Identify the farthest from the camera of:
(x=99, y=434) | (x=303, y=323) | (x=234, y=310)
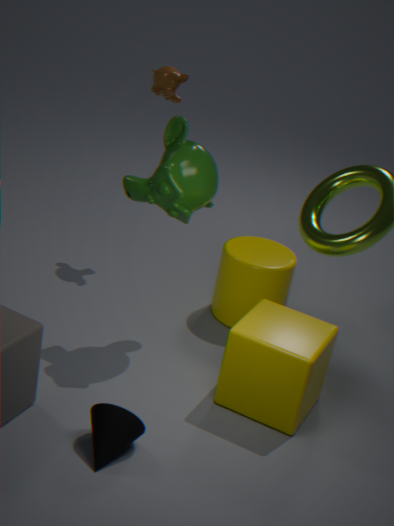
(x=234, y=310)
